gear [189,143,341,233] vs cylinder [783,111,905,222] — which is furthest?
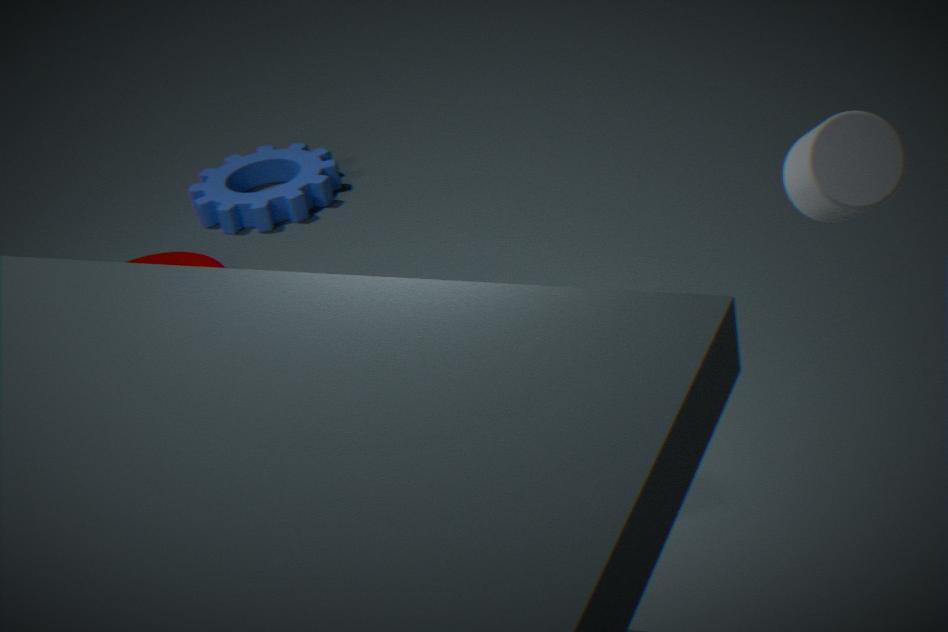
gear [189,143,341,233]
